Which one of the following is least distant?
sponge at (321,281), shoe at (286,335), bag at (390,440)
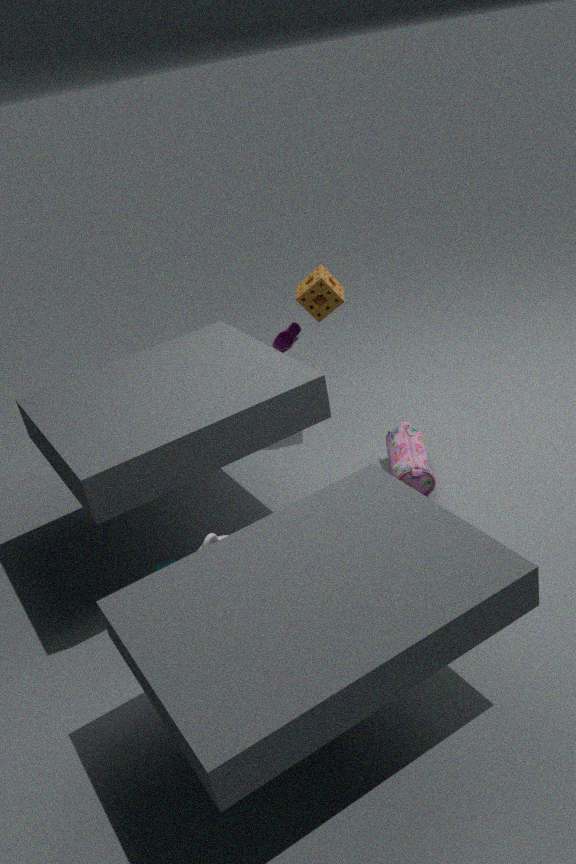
bag at (390,440)
